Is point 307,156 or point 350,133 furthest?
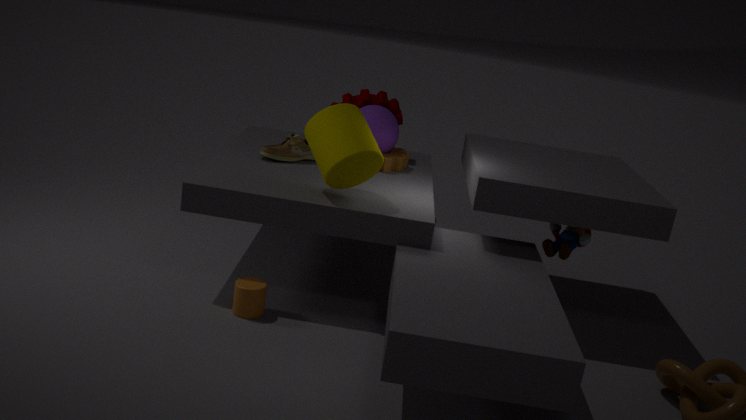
point 307,156
